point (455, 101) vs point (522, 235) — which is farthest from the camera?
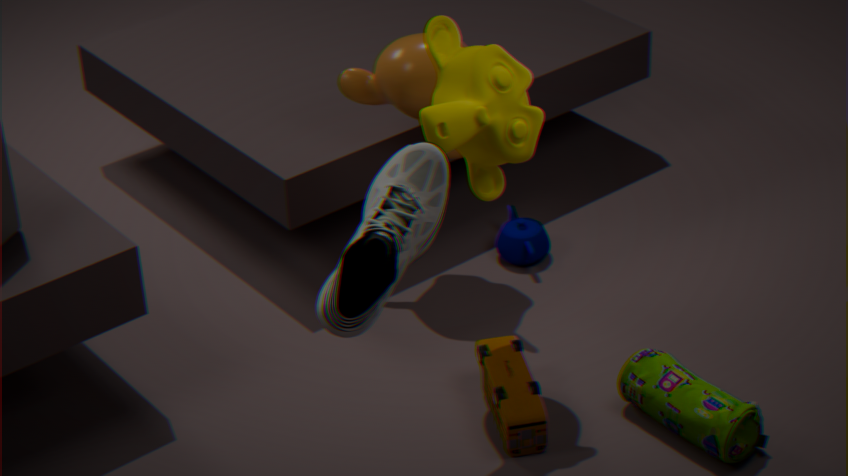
point (522, 235)
